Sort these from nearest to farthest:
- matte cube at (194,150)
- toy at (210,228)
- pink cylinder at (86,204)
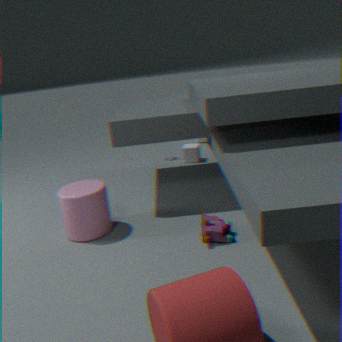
toy at (210,228) < pink cylinder at (86,204) < matte cube at (194,150)
